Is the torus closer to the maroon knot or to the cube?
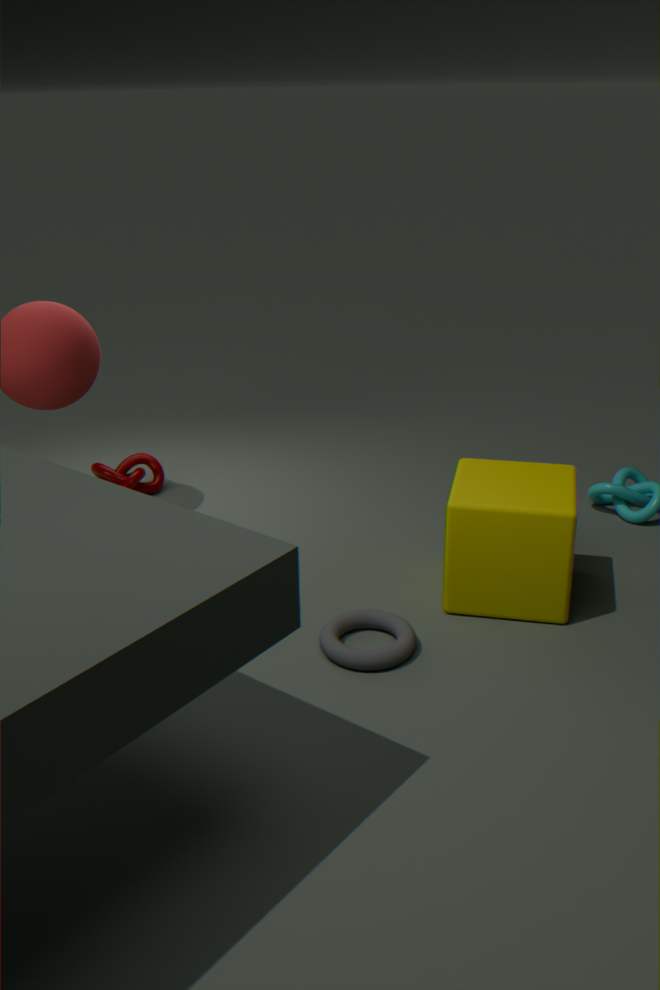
the cube
